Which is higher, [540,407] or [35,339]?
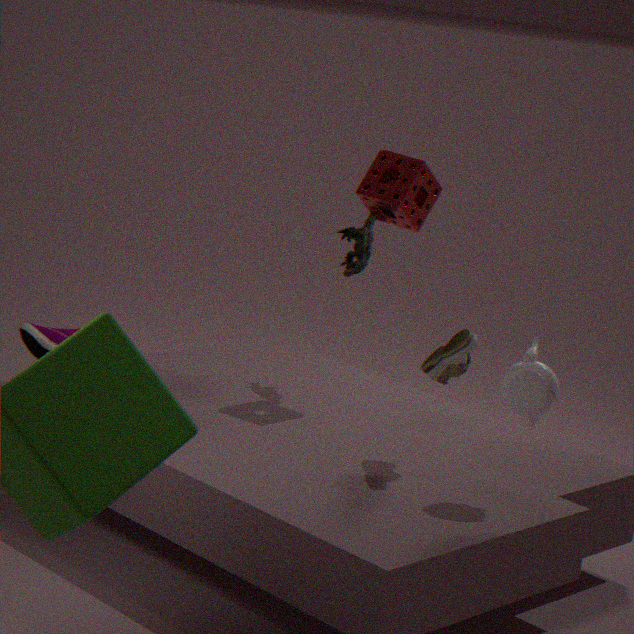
[540,407]
